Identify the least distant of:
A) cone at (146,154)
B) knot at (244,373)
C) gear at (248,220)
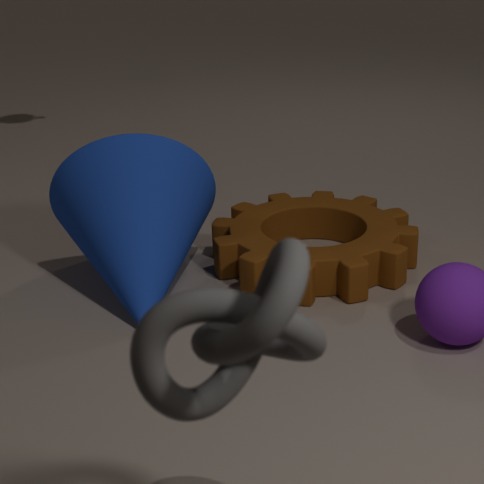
knot at (244,373)
